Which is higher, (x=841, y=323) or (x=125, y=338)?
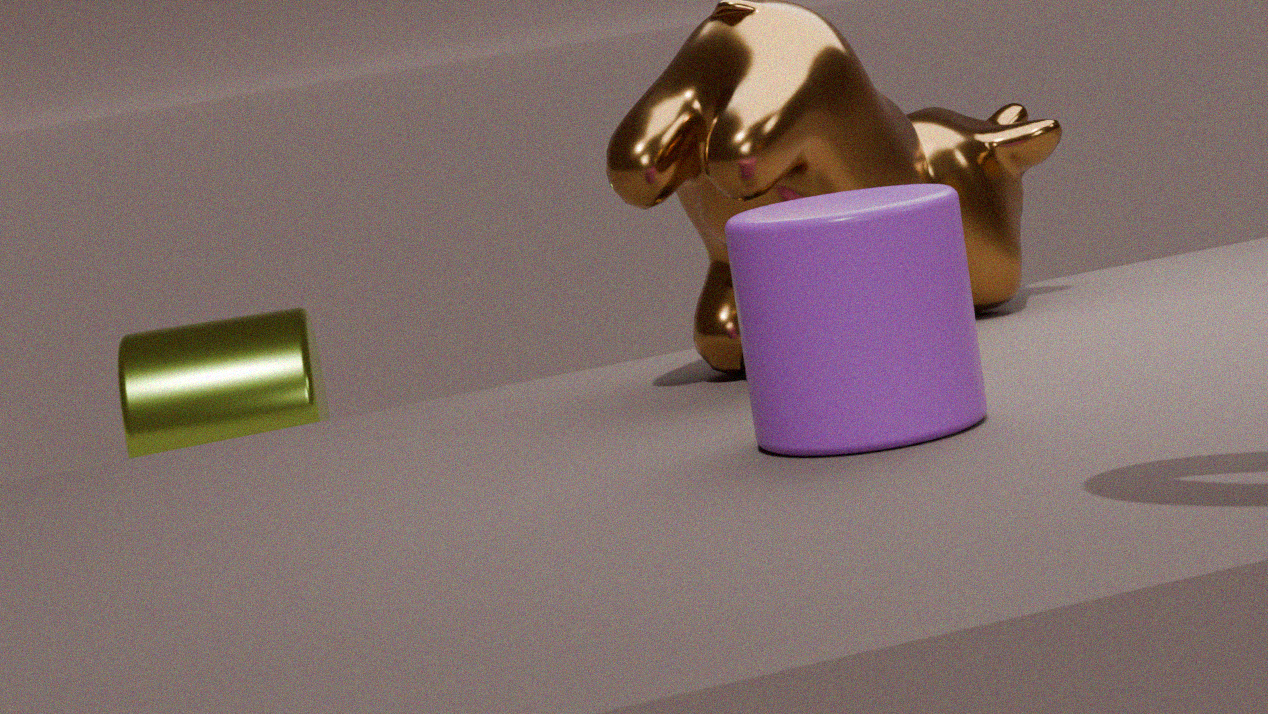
(x=841, y=323)
